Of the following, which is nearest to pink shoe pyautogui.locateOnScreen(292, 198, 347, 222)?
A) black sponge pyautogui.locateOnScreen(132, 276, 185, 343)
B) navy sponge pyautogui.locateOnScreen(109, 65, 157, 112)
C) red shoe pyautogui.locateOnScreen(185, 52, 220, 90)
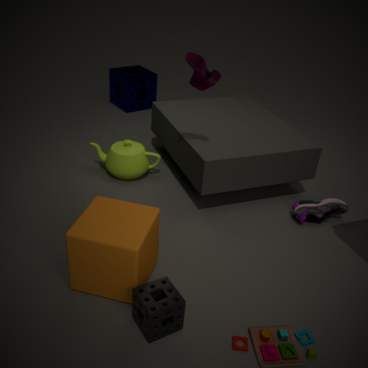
red shoe pyautogui.locateOnScreen(185, 52, 220, 90)
